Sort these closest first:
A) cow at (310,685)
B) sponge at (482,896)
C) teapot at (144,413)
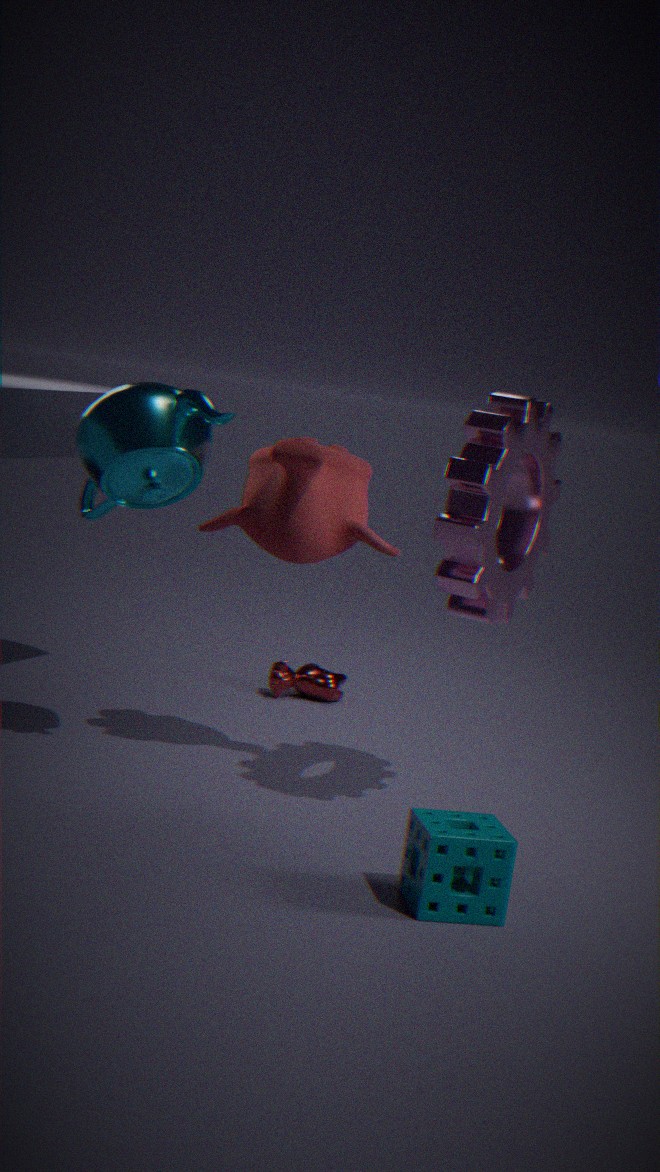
sponge at (482,896)
teapot at (144,413)
cow at (310,685)
